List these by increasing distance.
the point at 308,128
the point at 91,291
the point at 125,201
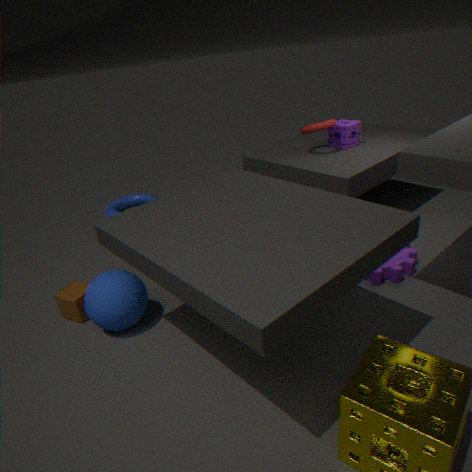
the point at 91,291 < the point at 308,128 < the point at 125,201
